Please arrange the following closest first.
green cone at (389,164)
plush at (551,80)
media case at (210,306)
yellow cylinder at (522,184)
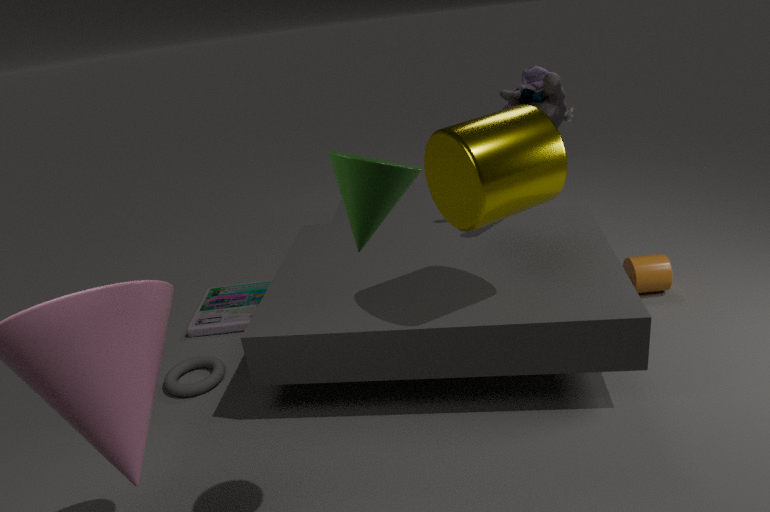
1. green cone at (389,164)
2. yellow cylinder at (522,184)
3. plush at (551,80)
4. media case at (210,306)
